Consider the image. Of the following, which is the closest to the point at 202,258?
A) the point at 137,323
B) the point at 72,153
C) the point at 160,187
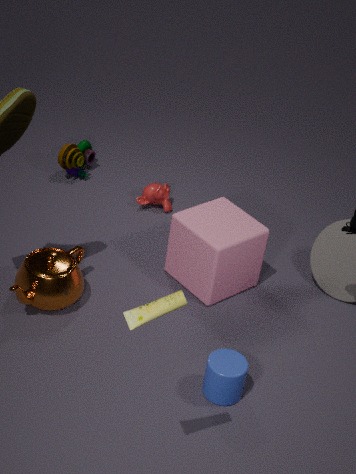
the point at 160,187
